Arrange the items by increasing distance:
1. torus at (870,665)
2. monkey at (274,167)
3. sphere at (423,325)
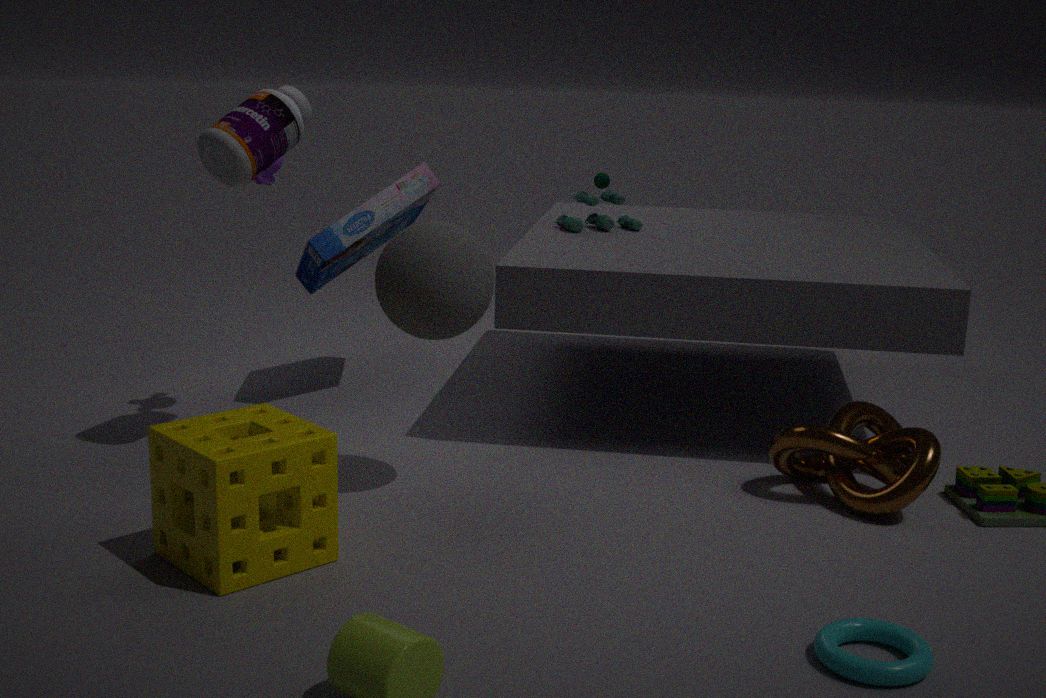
torus at (870,665) < sphere at (423,325) < monkey at (274,167)
